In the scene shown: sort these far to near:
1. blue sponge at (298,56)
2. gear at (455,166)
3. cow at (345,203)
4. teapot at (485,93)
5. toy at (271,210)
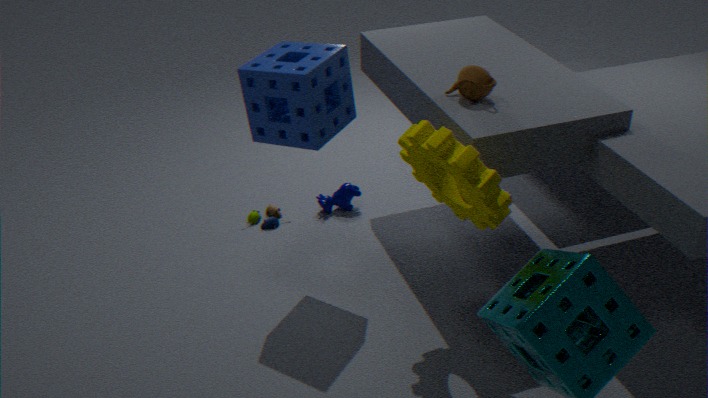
1. cow at (345,203)
2. toy at (271,210)
3. teapot at (485,93)
4. blue sponge at (298,56)
5. gear at (455,166)
